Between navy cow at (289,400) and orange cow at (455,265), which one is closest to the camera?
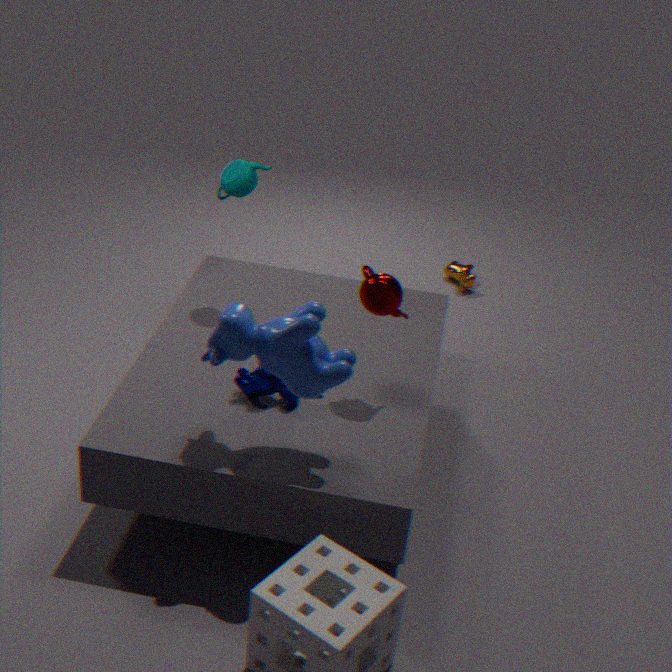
navy cow at (289,400)
